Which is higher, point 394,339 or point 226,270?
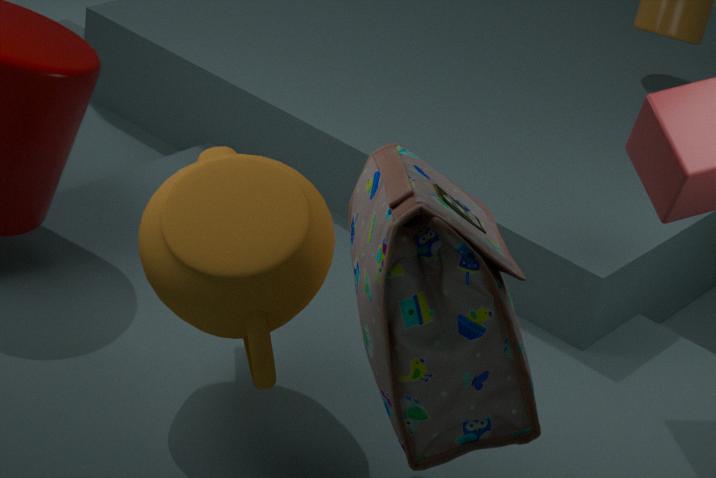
point 394,339
